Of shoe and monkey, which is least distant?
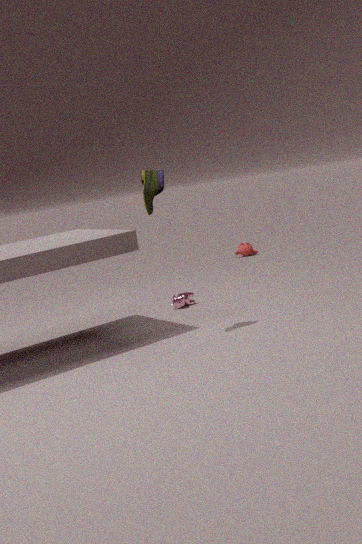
shoe
